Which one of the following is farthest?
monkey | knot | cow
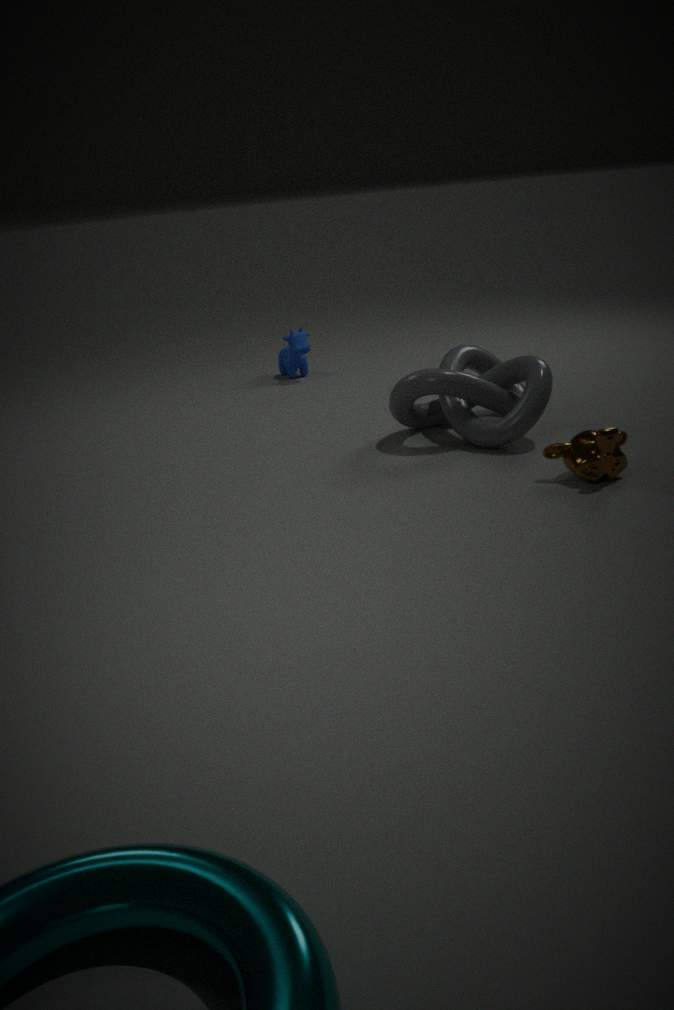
cow
